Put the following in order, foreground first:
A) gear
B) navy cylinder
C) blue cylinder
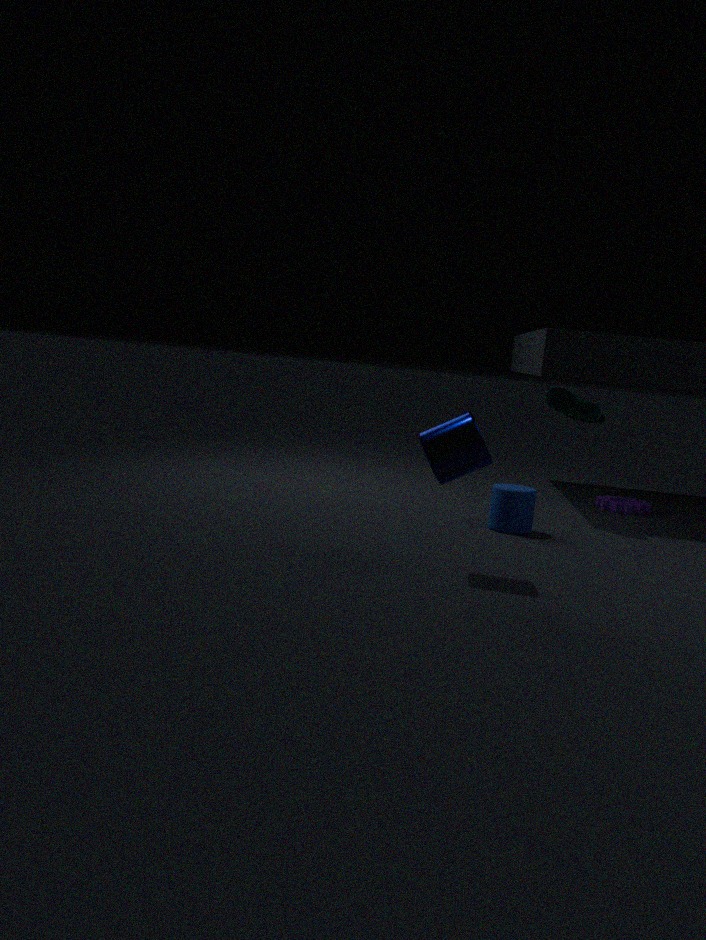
navy cylinder, blue cylinder, gear
